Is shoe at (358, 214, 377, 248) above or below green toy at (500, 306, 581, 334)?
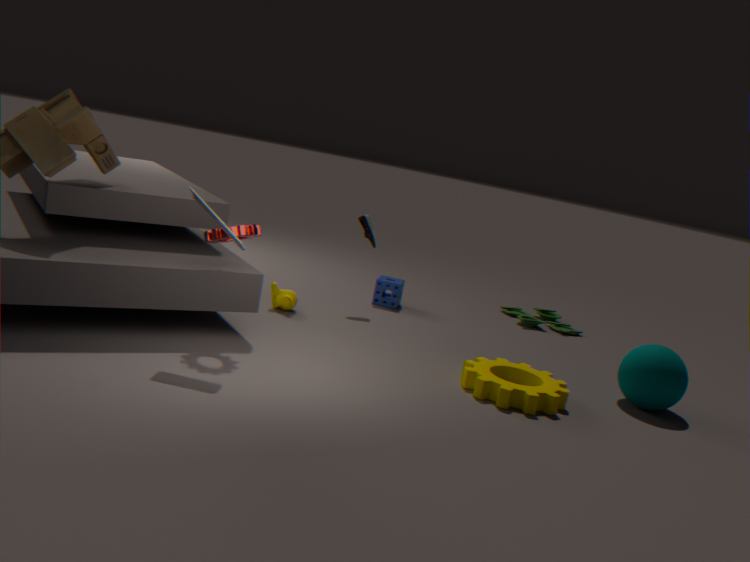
above
